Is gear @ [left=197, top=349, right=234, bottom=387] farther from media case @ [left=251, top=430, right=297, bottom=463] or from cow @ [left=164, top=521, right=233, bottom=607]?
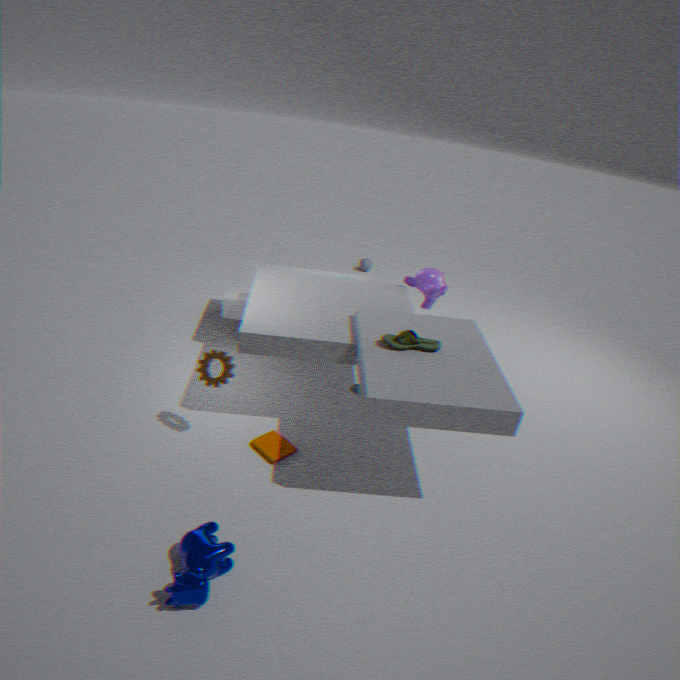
cow @ [left=164, top=521, right=233, bottom=607]
